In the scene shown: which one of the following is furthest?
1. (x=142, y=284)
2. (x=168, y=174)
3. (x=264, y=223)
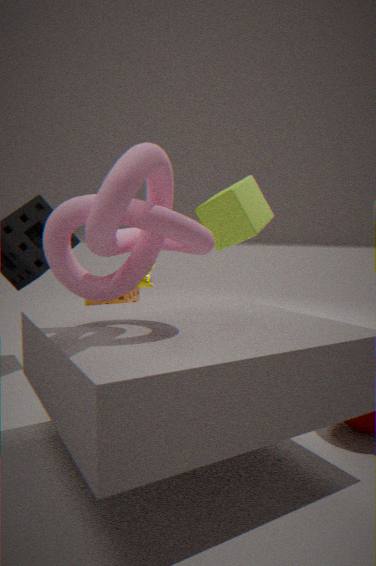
(x=264, y=223)
